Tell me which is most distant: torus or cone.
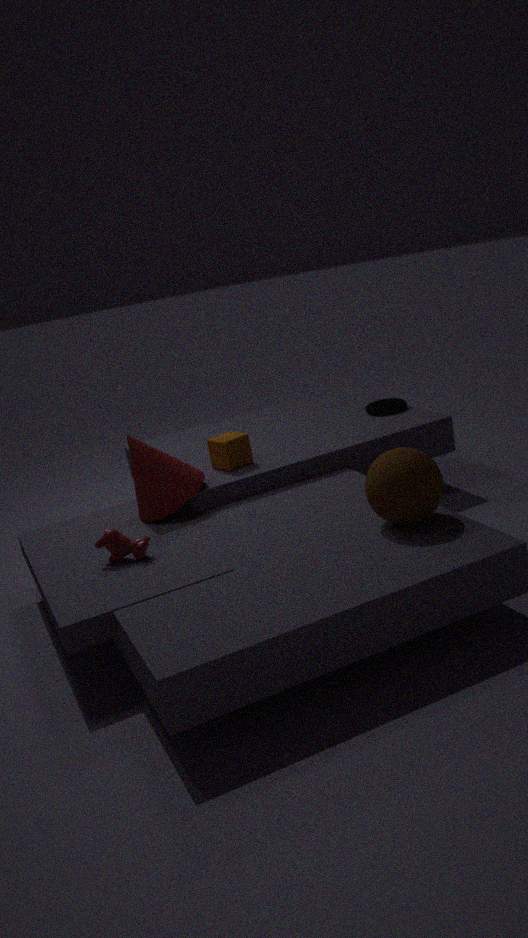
torus
